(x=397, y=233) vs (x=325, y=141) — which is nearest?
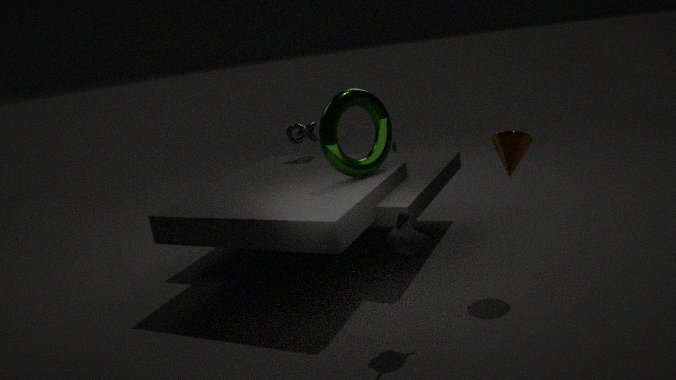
(x=397, y=233)
